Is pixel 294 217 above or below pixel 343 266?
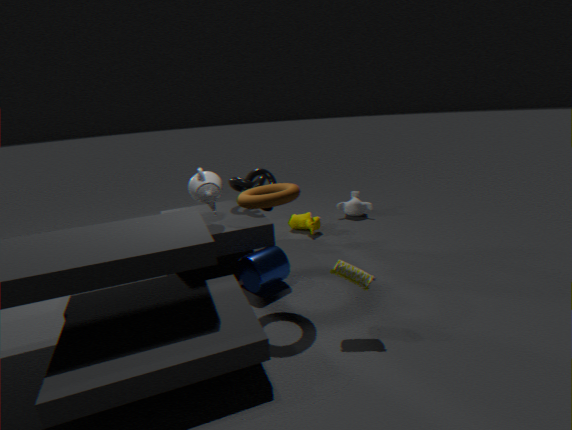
below
